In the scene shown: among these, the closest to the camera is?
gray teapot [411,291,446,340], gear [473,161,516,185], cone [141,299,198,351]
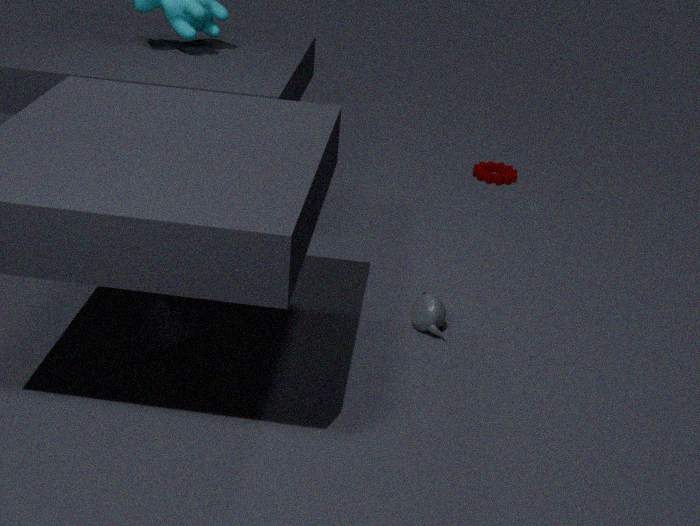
cone [141,299,198,351]
